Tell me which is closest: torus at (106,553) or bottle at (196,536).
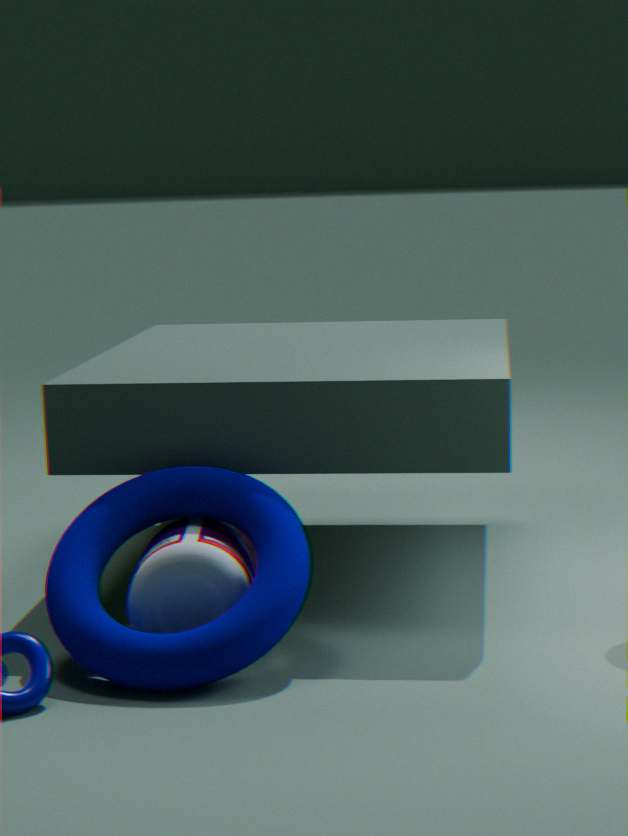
torus at (106,553)
